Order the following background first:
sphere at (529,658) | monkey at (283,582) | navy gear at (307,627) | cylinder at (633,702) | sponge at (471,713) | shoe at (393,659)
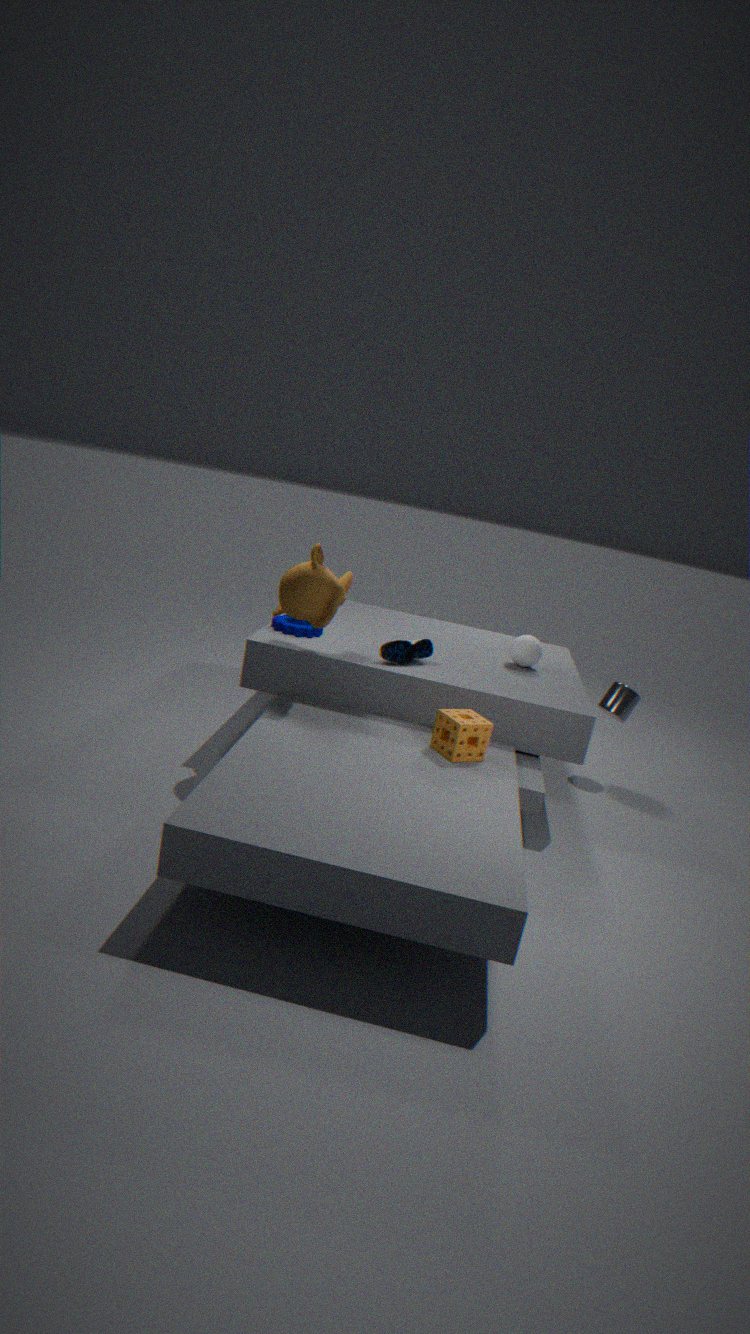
cylinder at (633,702), sphere at (529,658), navy gear at (307,627), shoe at (393,659), monkey at (283,582), sponge at (471,713)
